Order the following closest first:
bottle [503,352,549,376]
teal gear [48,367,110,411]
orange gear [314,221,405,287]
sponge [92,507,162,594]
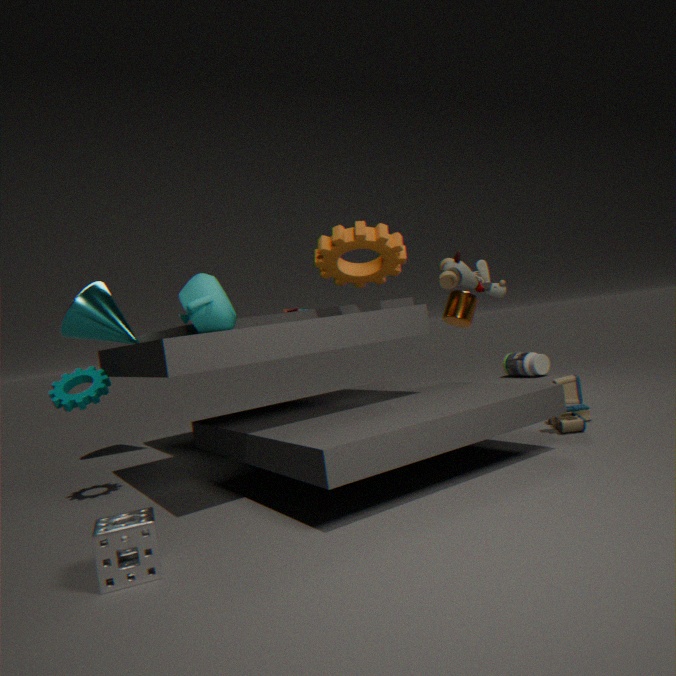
sponge [92,507,162,594], teal gear [48,367,110,411], orange gear [314,221,405,287], bottle [503,352,549,376]
